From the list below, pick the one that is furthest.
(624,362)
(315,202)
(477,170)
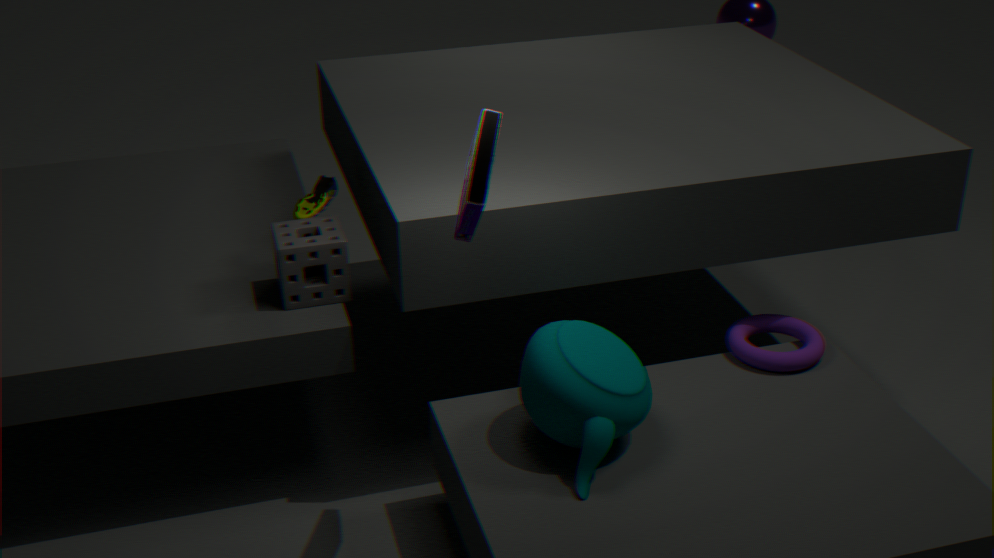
(315,202)
